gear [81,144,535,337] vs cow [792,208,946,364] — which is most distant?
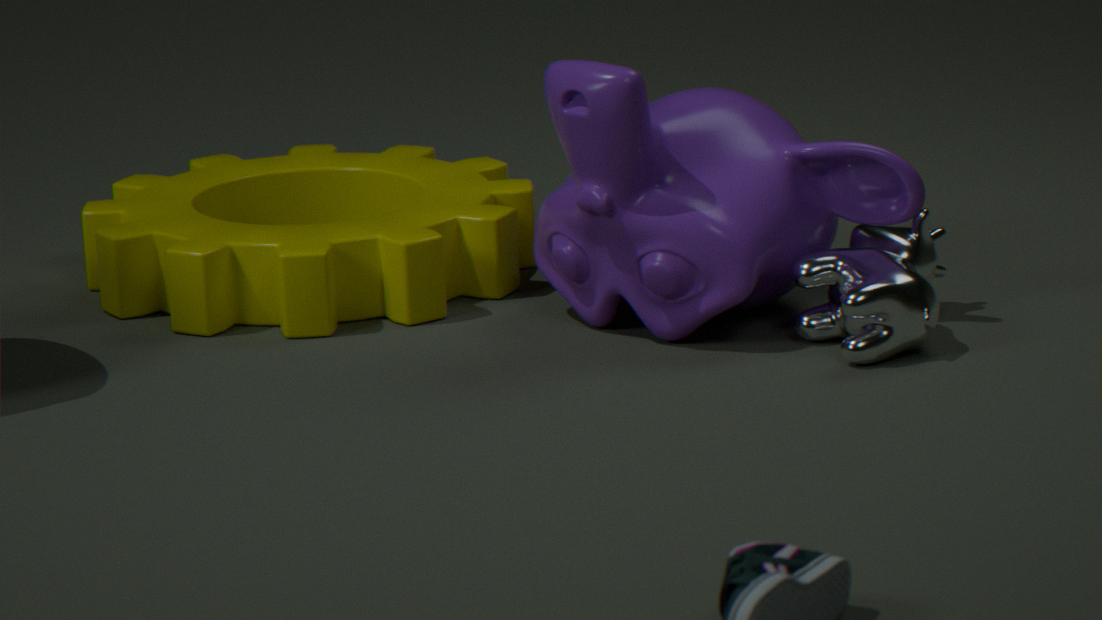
gear [81,144,535,337]
